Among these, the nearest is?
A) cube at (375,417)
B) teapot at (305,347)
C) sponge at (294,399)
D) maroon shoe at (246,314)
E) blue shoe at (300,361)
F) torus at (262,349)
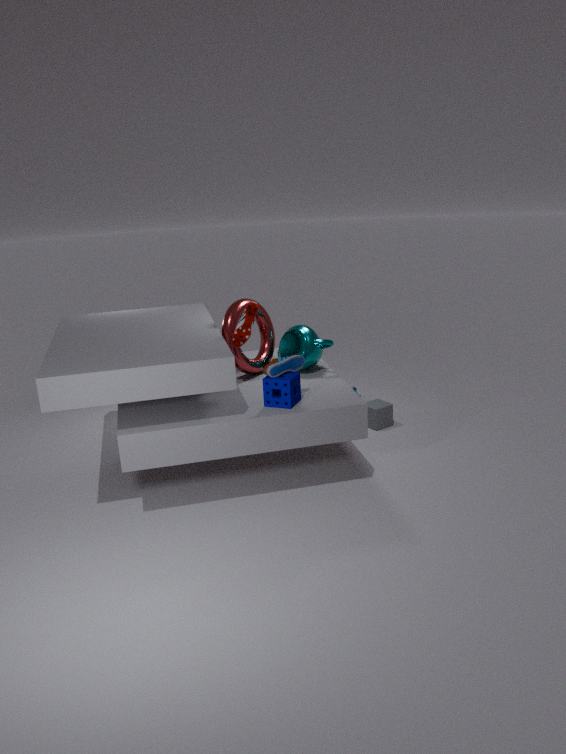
sponge at (294,399)
